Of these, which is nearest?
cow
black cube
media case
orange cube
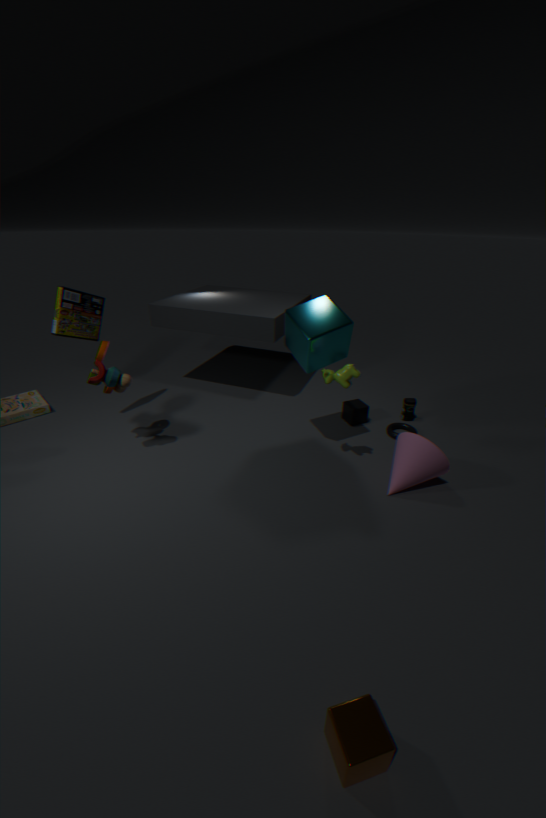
orange cube
